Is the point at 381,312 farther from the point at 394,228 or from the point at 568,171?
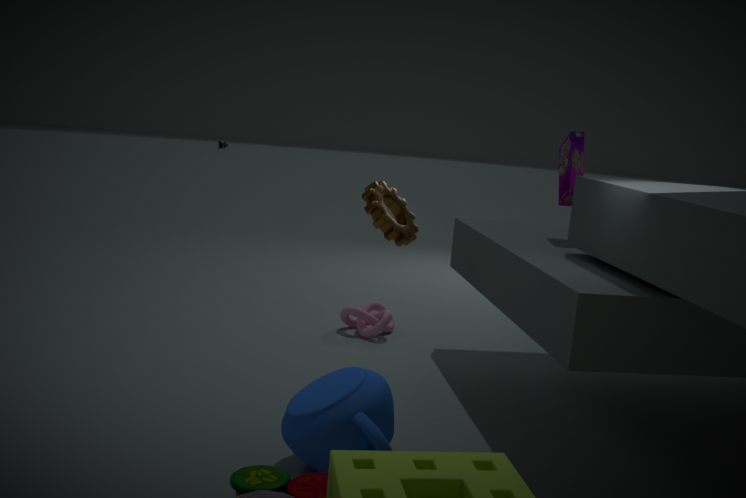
the point at 568,171
